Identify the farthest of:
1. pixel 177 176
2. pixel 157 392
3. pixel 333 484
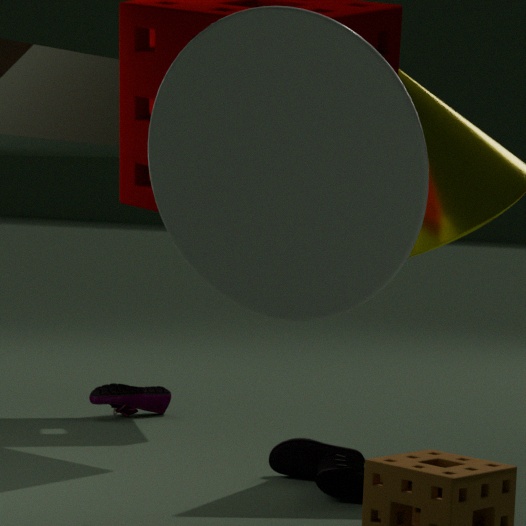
pixel 157 392
